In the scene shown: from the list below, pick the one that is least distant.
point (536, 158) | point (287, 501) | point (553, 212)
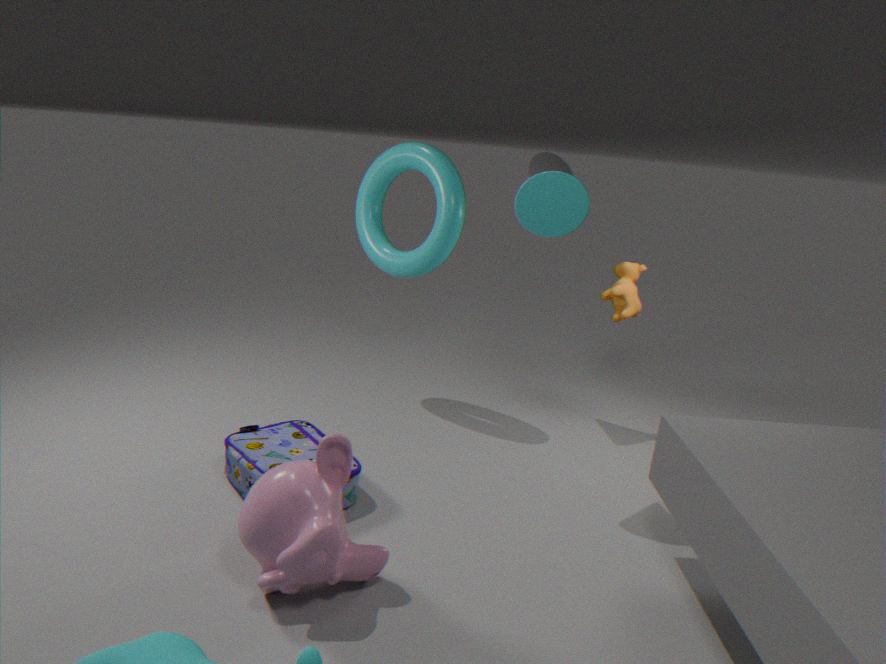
point (287, 501)
